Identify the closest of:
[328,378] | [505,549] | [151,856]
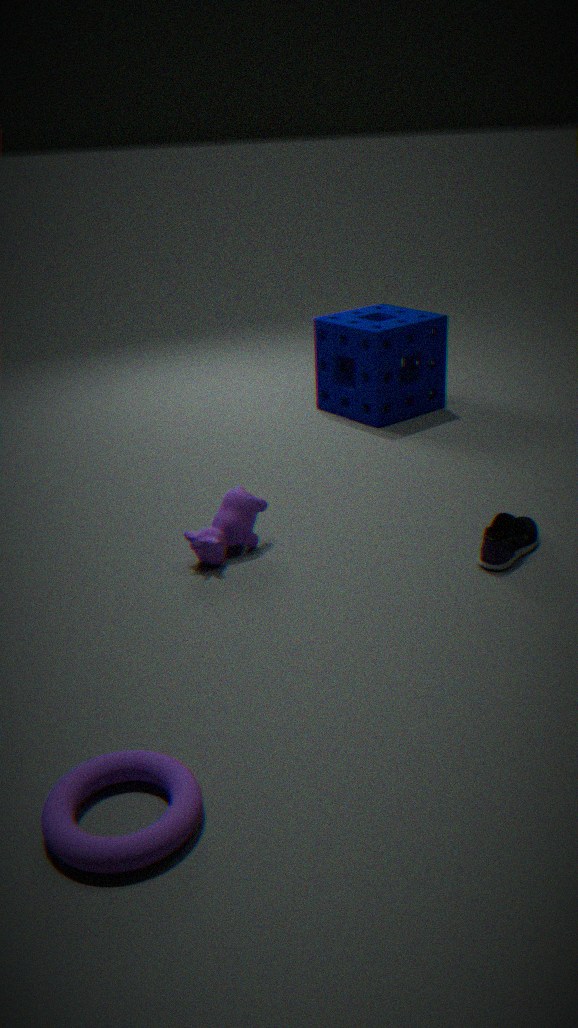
[151,856]
